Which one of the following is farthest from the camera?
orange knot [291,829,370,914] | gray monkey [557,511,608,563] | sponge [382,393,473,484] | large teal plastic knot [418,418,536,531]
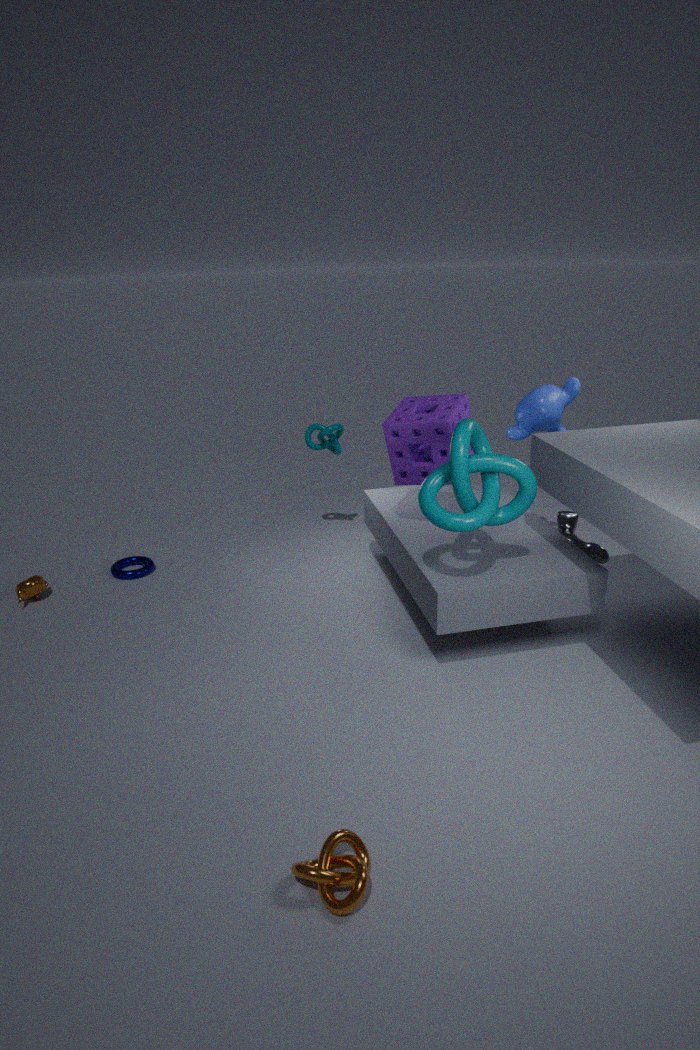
gray monkey [557,511,608,563]
